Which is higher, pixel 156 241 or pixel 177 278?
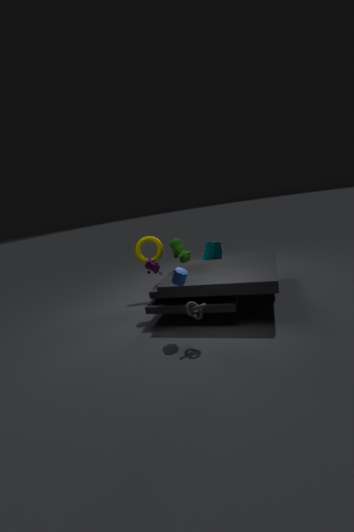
pixel 156 241
